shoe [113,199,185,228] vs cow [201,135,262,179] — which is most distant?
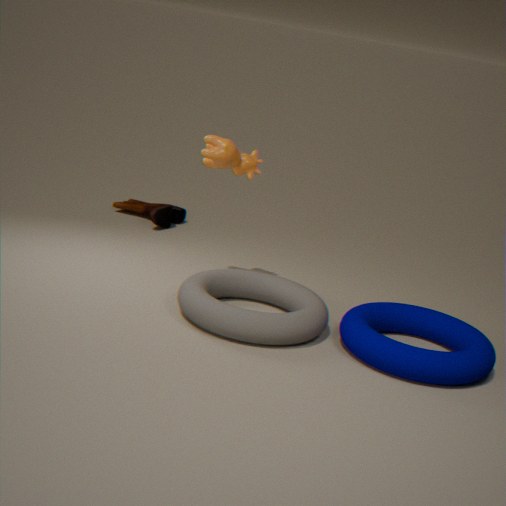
shoe [113,199,185,228]
